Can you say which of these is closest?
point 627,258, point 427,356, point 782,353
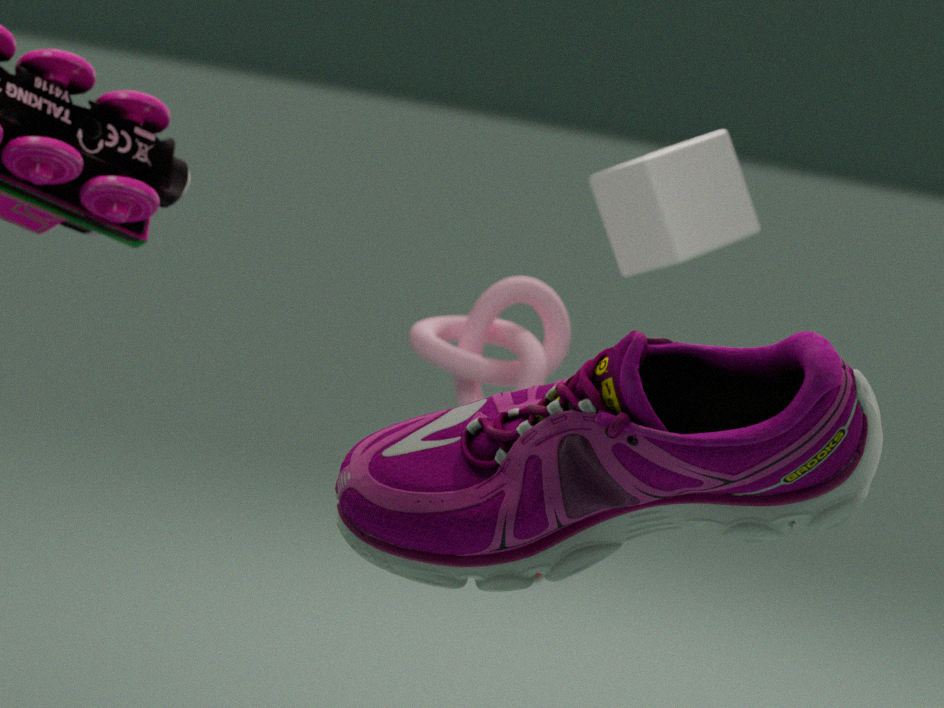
point 782,353
